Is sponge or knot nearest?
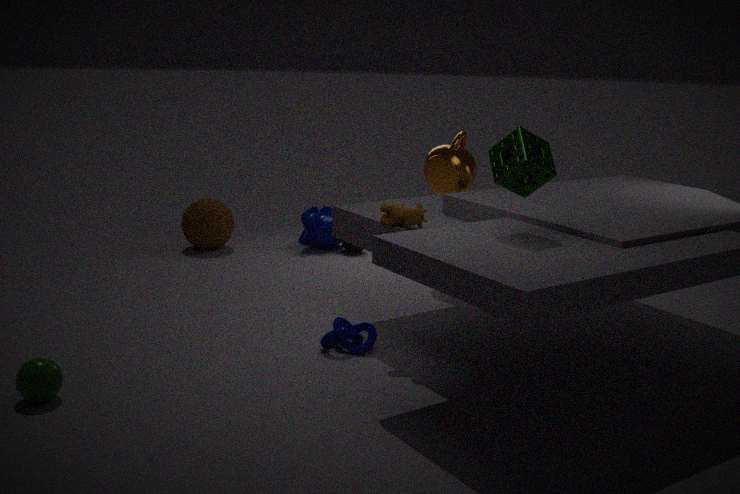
sponge
